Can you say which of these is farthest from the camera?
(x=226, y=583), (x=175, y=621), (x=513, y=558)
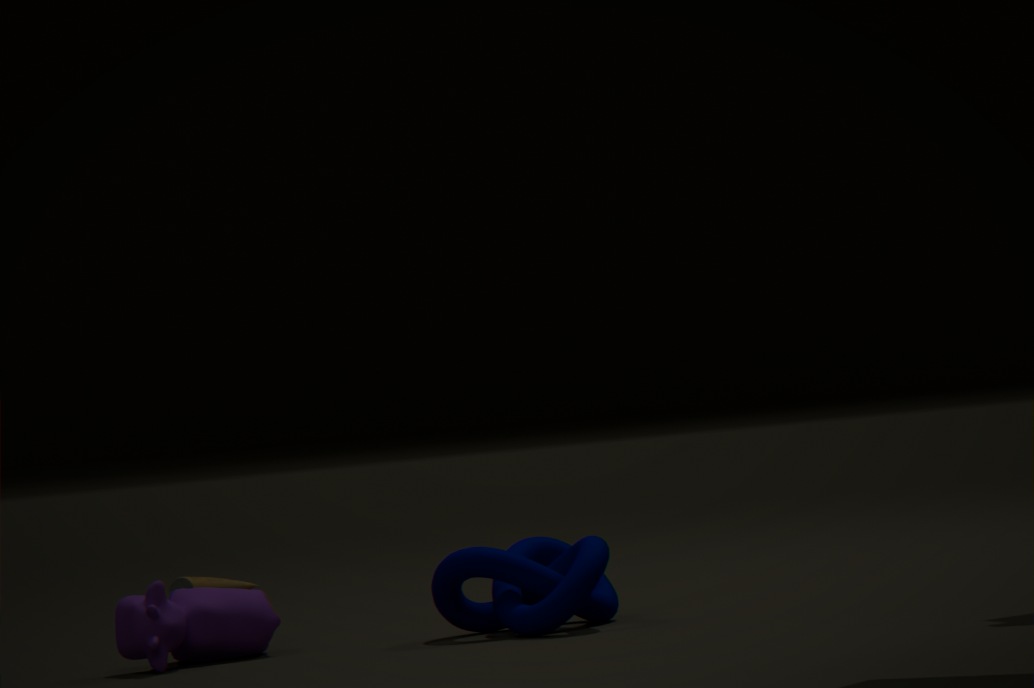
(x=226, y=583)
